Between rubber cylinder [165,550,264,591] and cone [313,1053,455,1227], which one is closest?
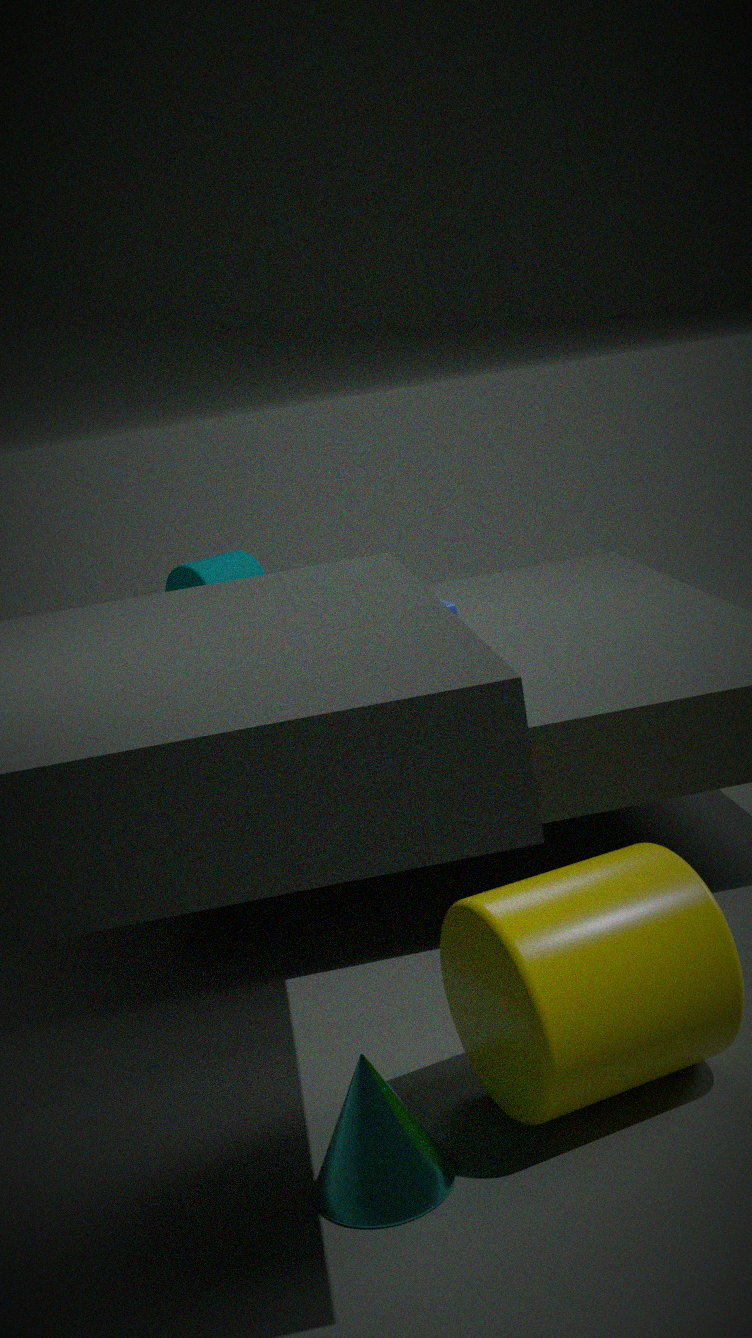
cone [313,1053,455,1227]
